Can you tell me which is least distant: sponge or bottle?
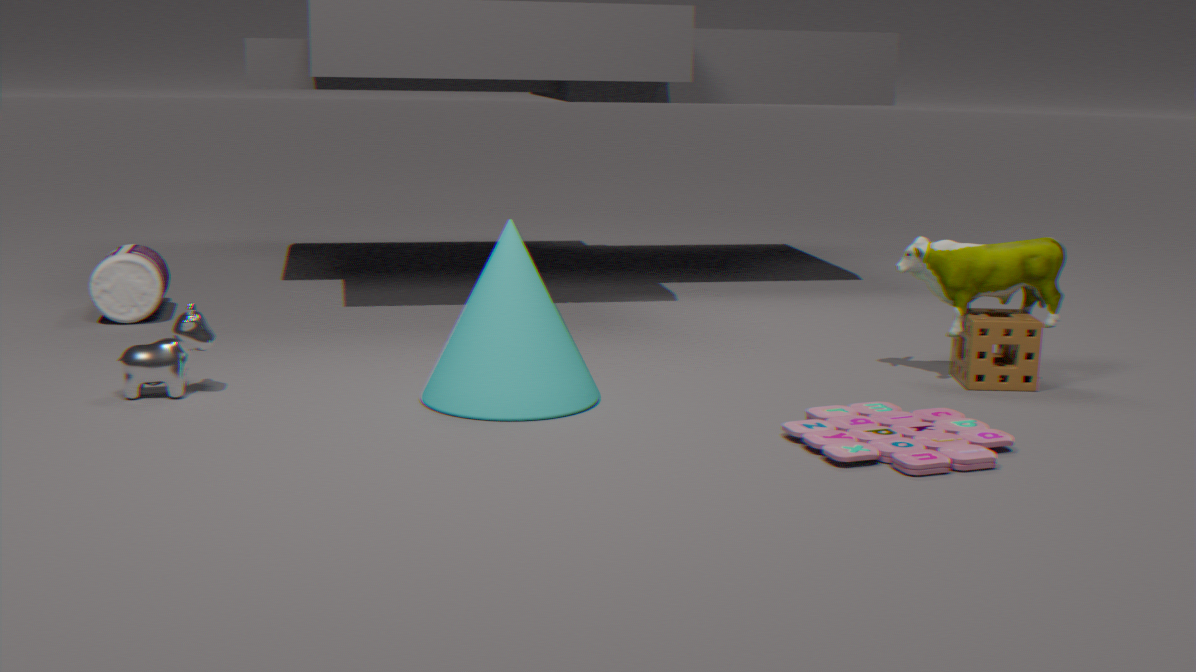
sponge
